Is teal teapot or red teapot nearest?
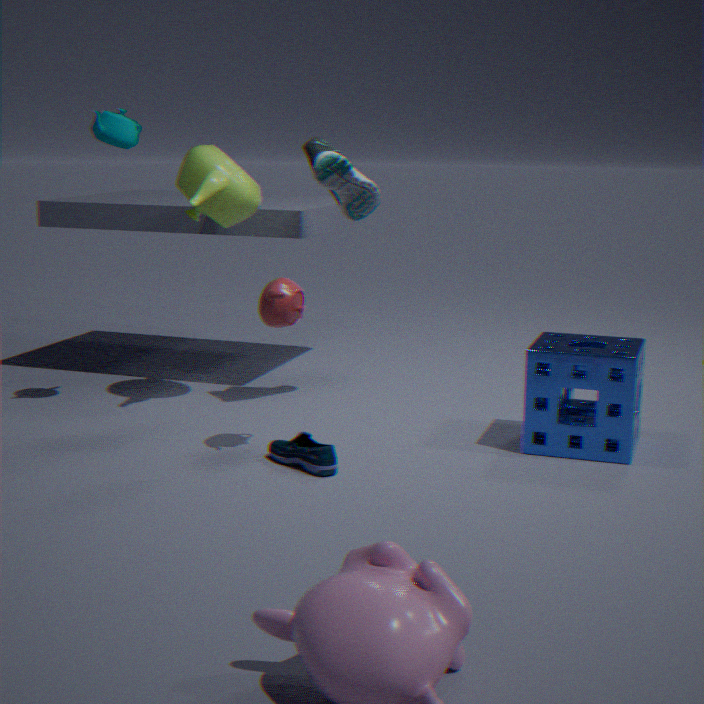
red teapot
